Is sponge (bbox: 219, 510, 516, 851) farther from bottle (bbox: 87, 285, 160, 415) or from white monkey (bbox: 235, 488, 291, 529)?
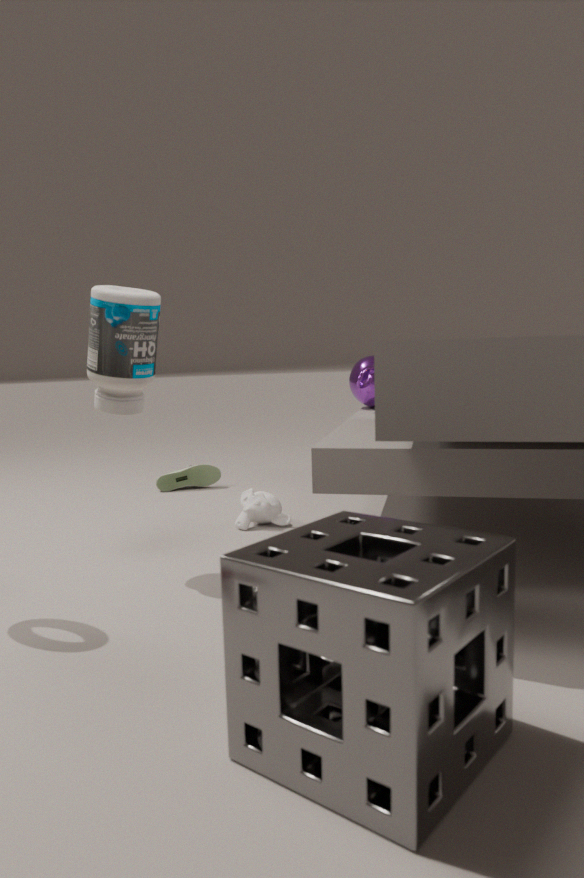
white monkey (bbox: 235, 488, 291, 529)
